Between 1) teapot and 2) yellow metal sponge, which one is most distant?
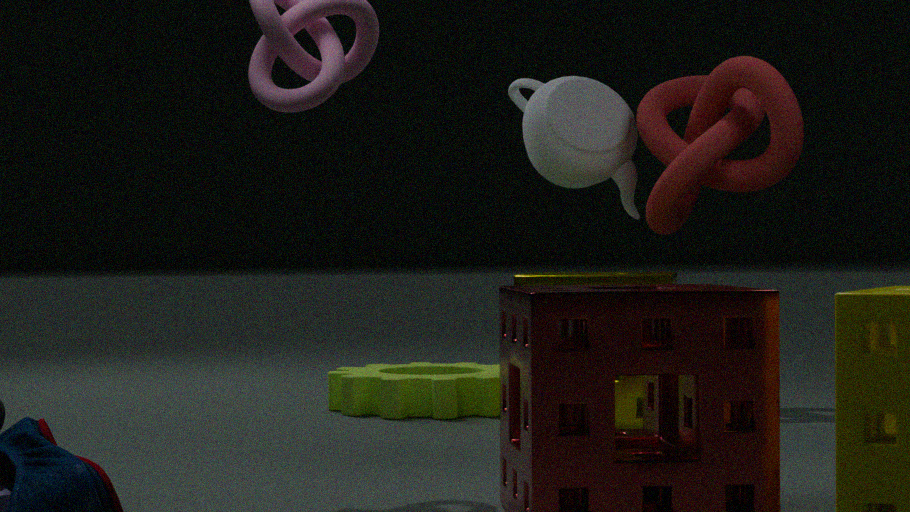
1. teapot
